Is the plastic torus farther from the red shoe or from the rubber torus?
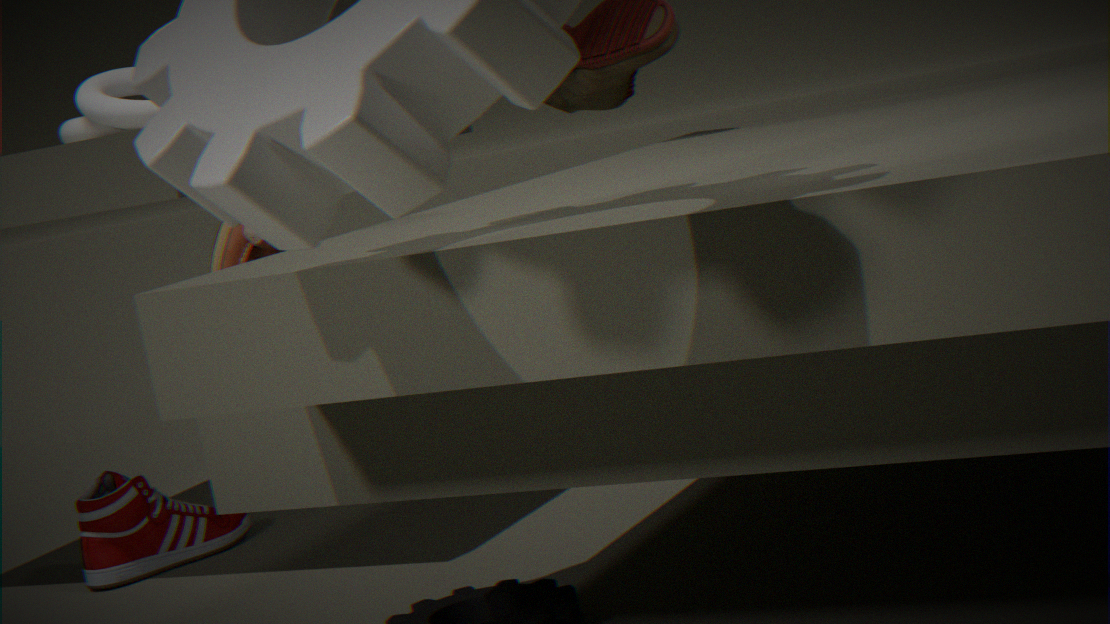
the red shoe
